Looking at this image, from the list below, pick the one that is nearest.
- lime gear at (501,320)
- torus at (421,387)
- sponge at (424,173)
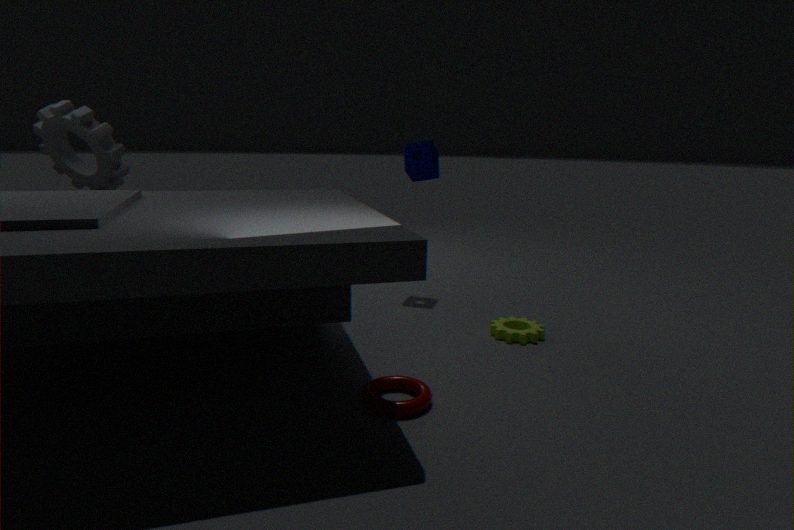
torus at (421,387)
